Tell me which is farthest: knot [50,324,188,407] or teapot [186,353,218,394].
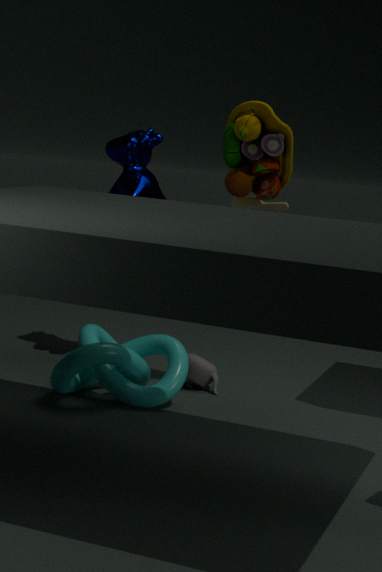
A: teapot [186,353,218,394]
